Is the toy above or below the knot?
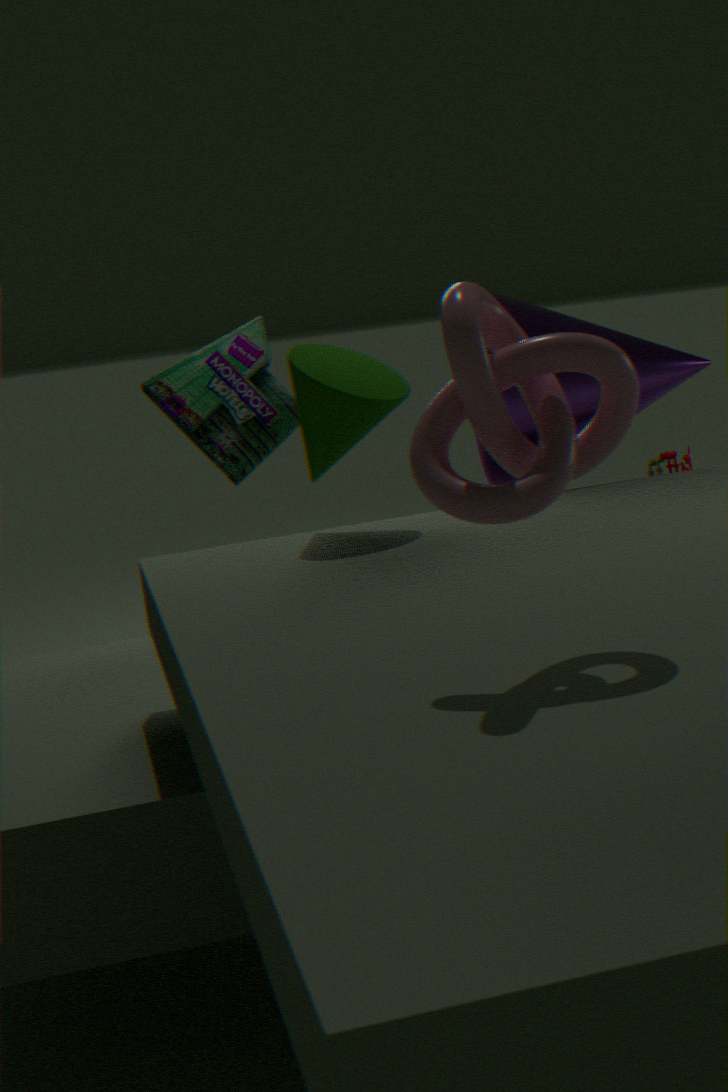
below
